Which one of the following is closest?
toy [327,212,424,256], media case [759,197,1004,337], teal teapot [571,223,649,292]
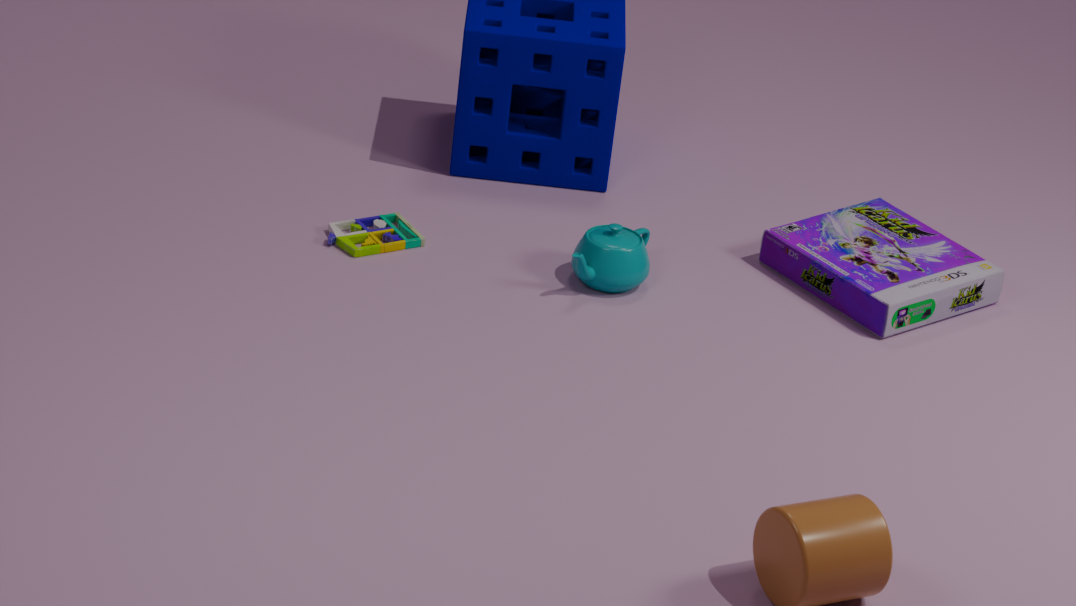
teal teapot [571,223,649,292]
